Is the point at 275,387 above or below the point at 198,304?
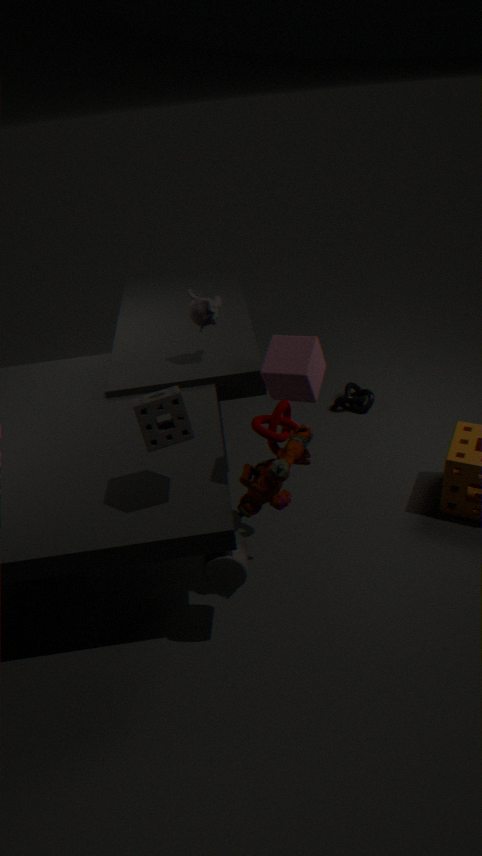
above
